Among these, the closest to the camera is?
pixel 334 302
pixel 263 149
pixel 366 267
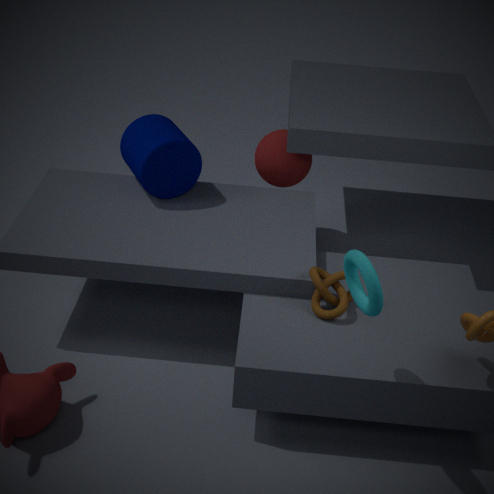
pixel 366 267
